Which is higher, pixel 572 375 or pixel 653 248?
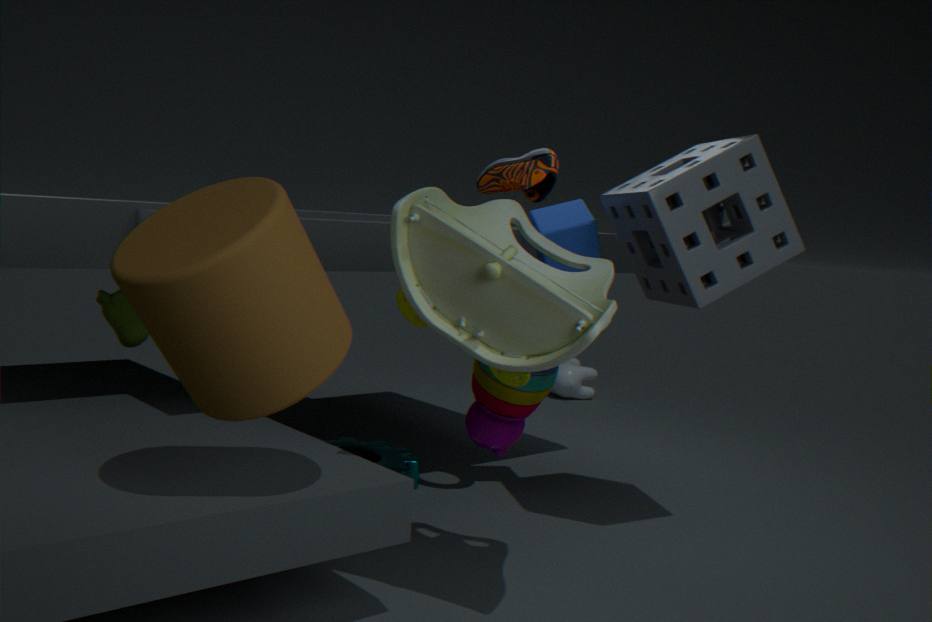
pixel 653 248
